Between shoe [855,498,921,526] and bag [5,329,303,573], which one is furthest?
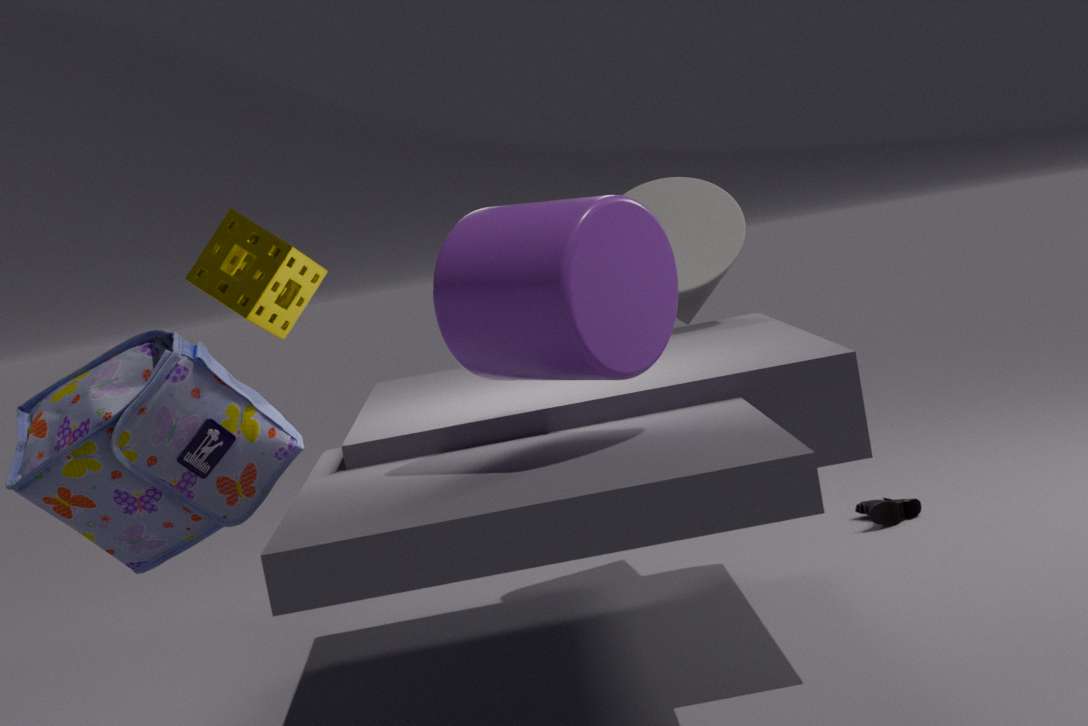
shoe [855,498,921,526]
